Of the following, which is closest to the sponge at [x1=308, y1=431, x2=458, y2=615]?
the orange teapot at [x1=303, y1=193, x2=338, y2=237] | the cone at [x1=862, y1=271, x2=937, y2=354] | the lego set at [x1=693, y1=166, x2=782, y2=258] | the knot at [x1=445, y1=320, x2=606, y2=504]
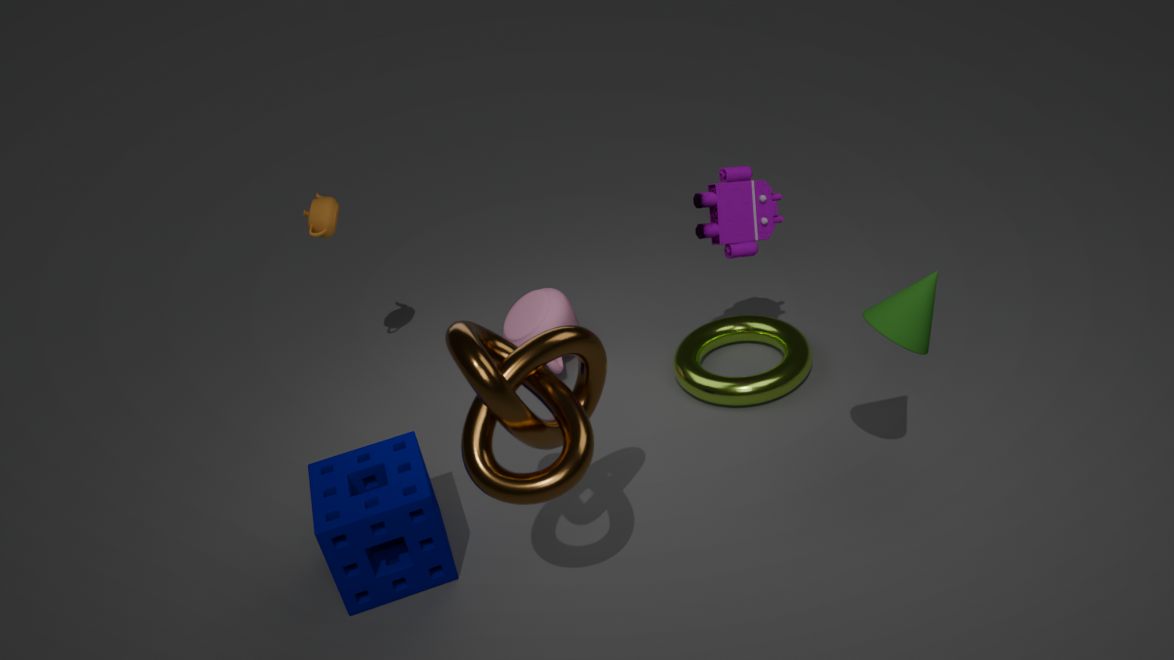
the knot at [x1=445, y1=320, x2=606, y2=504]
